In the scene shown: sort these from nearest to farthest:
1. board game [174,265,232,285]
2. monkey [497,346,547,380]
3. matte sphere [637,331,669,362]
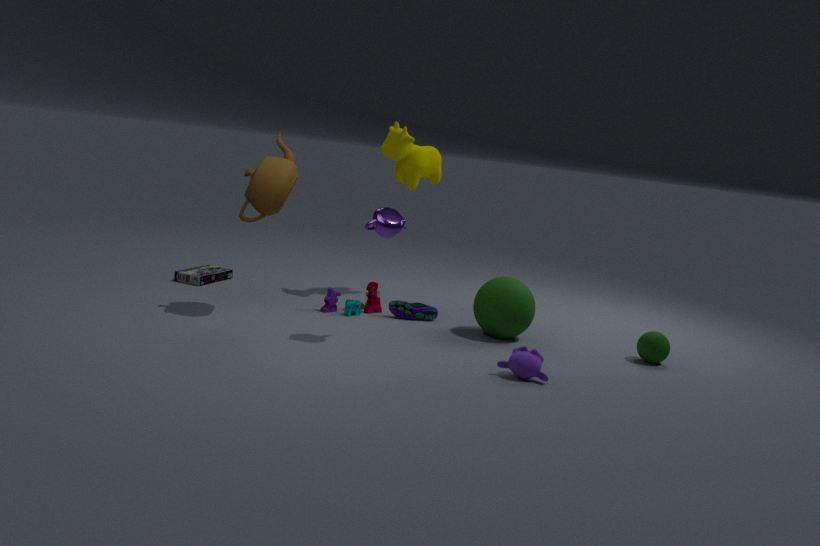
monkey [497,346,547,380] → matte sphere [637,331,669,362] → board game [174,265,232,285]
